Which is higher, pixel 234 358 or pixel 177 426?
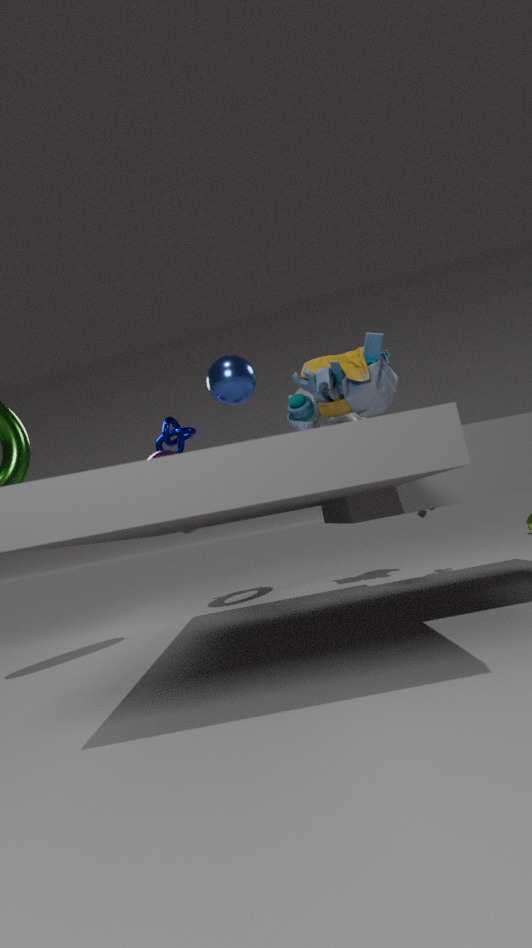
pixel 177 426
